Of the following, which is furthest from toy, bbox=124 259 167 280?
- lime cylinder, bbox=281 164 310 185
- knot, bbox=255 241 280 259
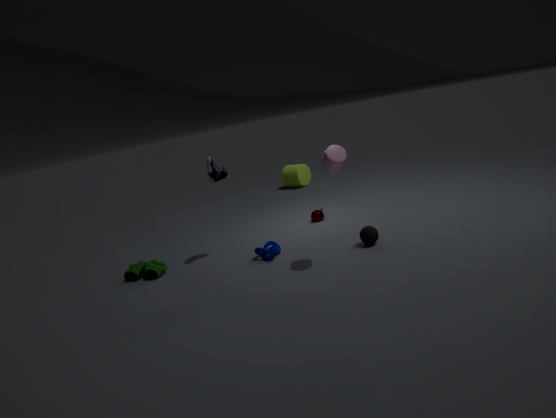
lime cylinder, bbox=281 164 310 185
